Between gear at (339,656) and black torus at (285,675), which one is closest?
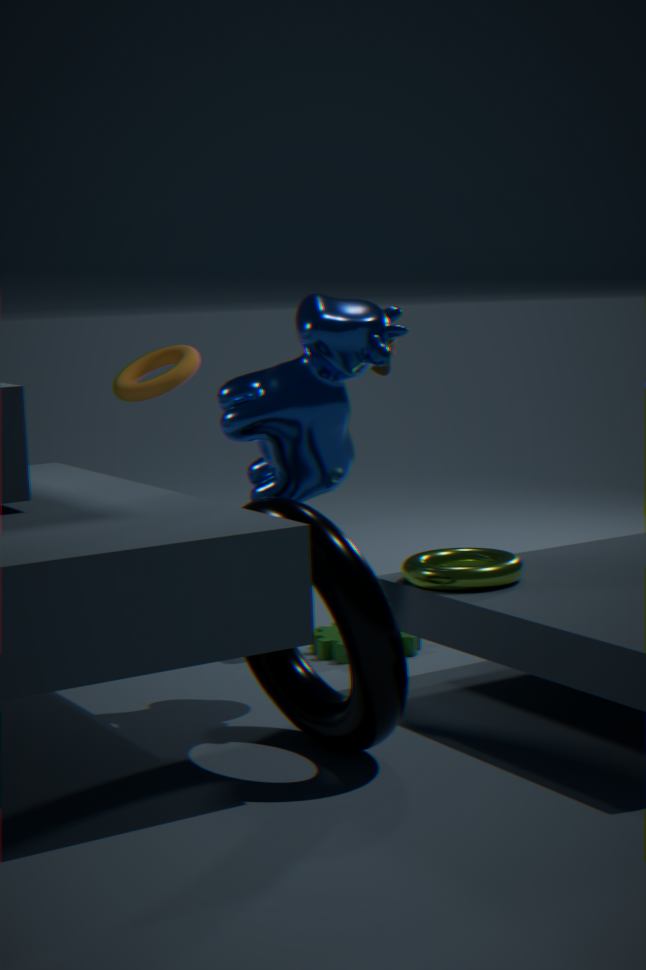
black torus at (285,675)
